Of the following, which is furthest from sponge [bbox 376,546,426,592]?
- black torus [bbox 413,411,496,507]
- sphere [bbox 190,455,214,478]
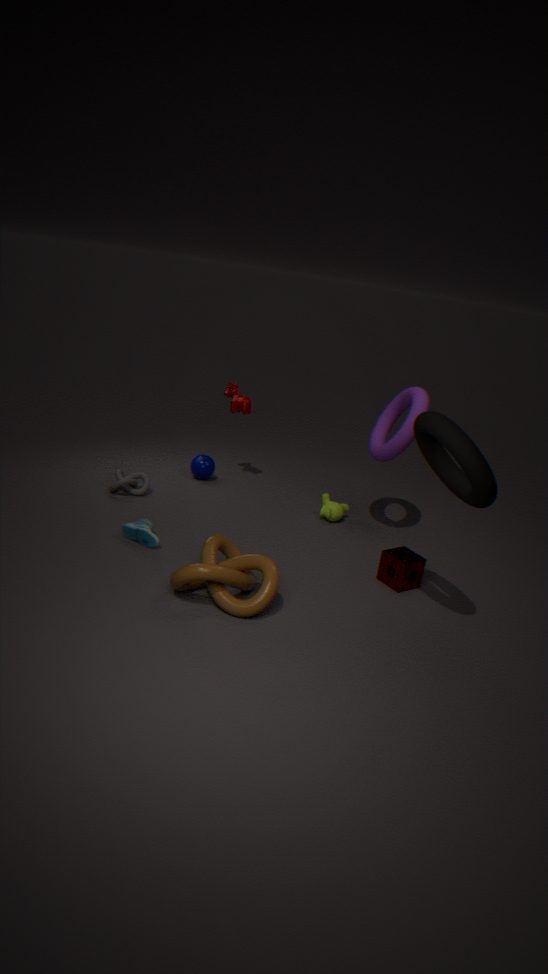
sphere [bbox 190,455,214,478]
